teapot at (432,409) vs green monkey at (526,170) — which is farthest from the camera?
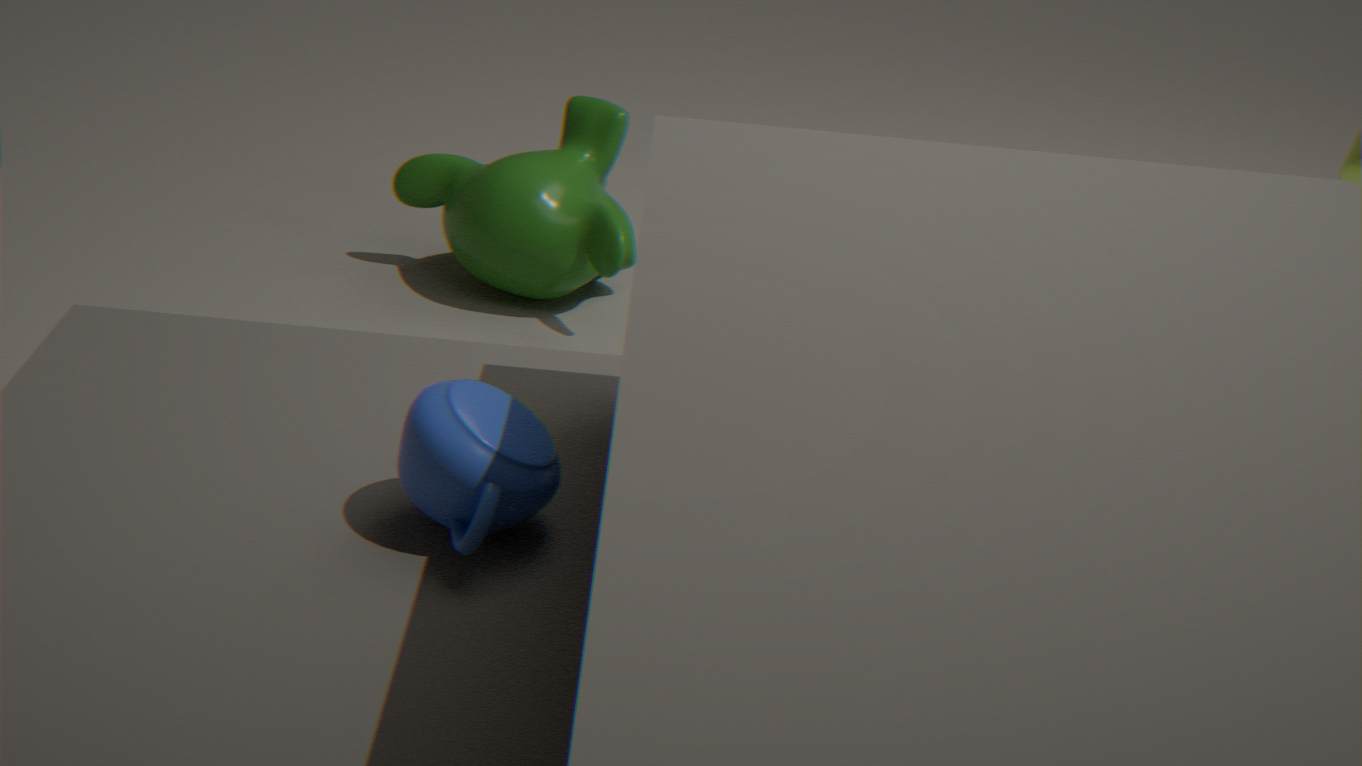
Result: green monkey at (526,170)
